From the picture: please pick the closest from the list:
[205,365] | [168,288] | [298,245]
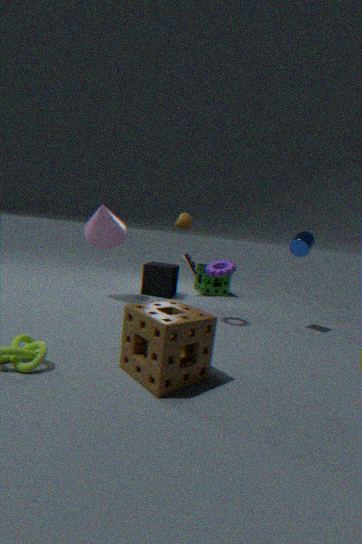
[205,365]
